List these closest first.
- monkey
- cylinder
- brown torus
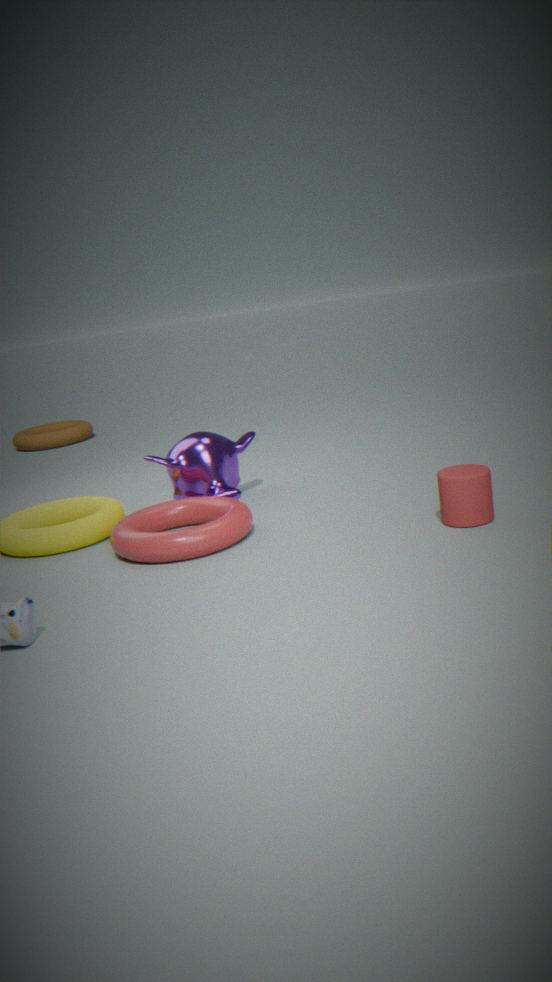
1. cylinder
2. monkey
3. brown torus
